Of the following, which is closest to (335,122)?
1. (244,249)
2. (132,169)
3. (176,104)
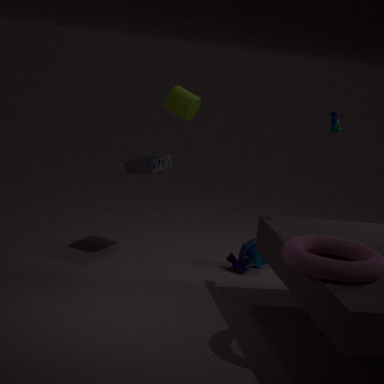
(176,104)
